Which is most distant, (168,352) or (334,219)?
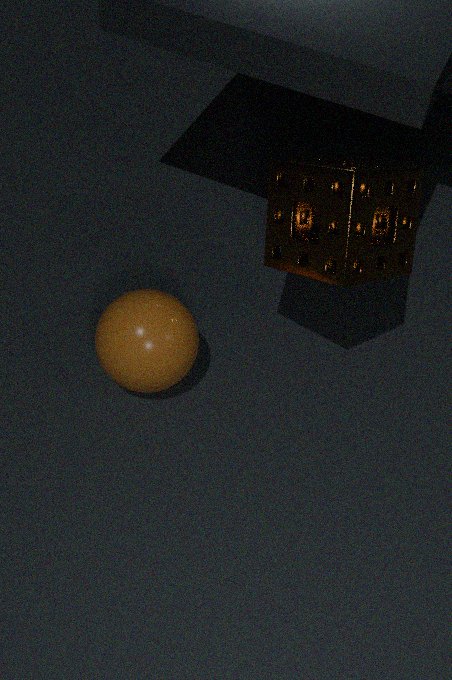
(168,352)
